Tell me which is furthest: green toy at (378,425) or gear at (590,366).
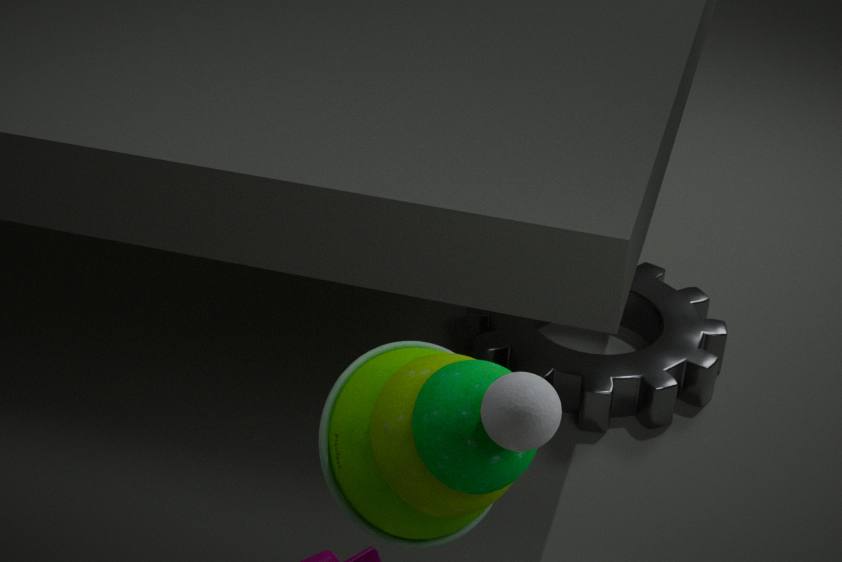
gear at (590,366)
